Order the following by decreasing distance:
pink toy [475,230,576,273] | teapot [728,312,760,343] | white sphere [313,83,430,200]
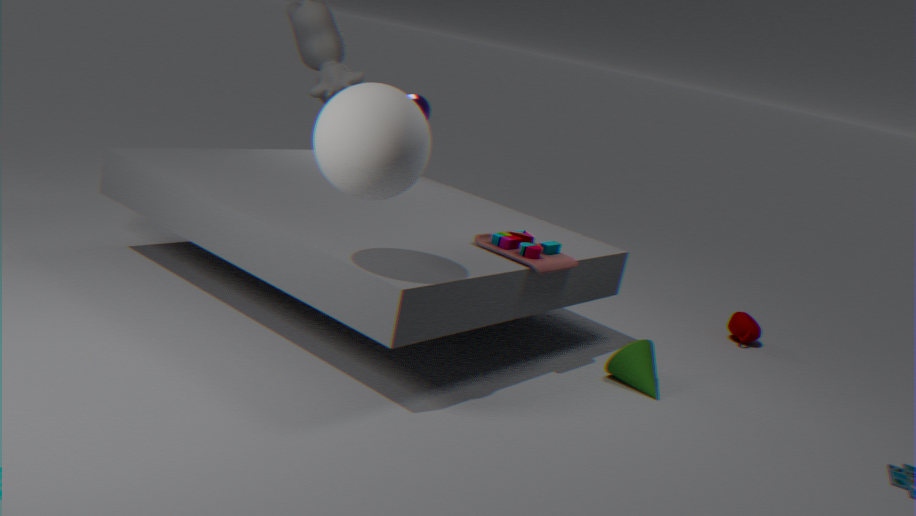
1. teapot [728,312,760,343]
2. pink toy [475,230,576,273]
3. white sphere [313,83,430,200]
